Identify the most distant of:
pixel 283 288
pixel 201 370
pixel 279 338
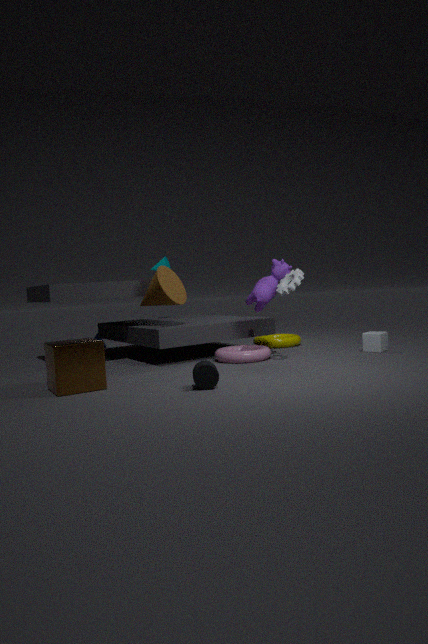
pixel 279 338
